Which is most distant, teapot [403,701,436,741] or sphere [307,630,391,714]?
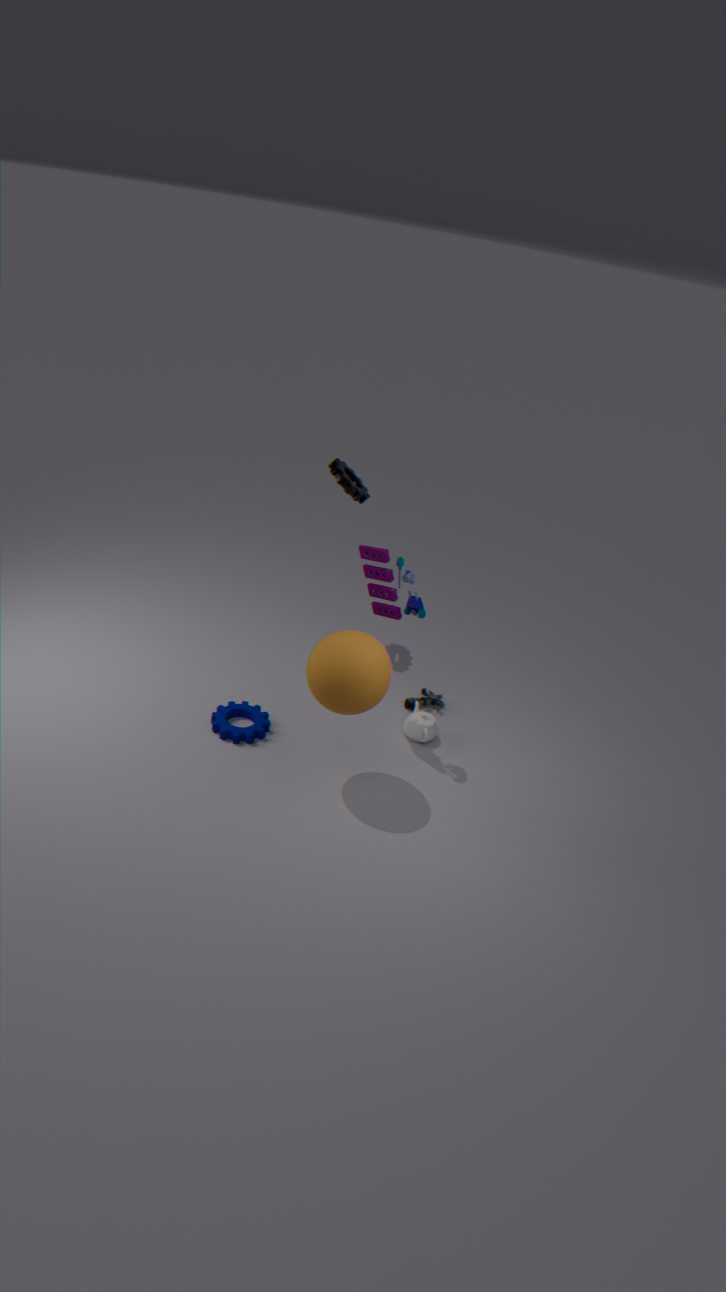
teapot [403,701,436,741]
